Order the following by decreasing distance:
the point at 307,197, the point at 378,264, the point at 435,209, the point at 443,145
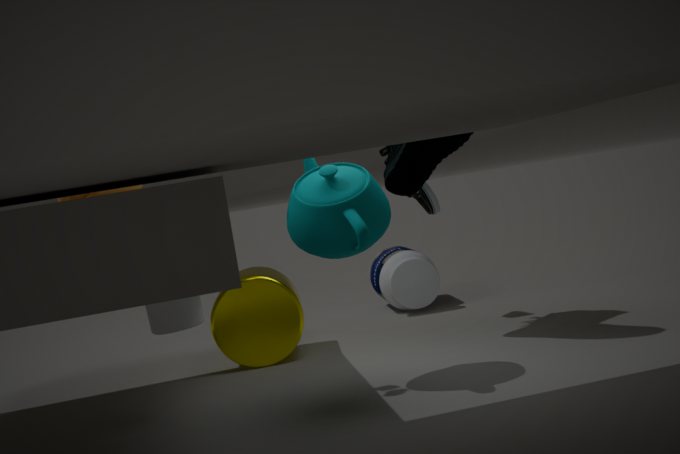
the point at 378,264, the point at 435,209, the point at 443,145, the point at 307,197
